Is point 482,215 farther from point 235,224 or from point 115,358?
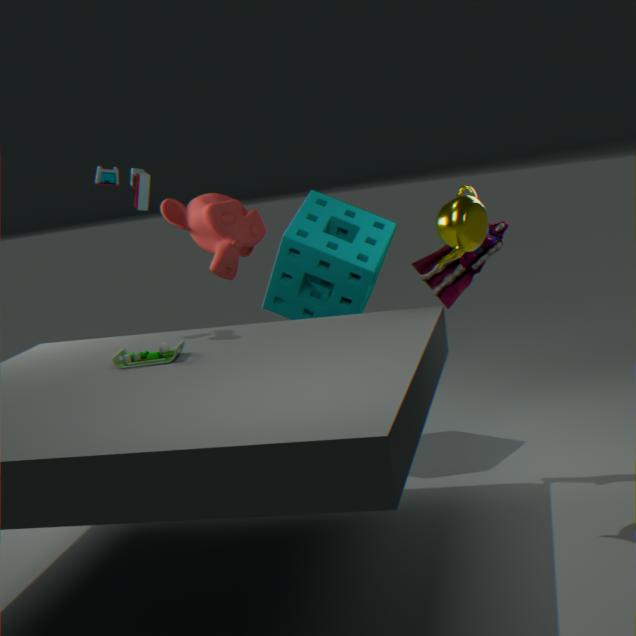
point 235,224
